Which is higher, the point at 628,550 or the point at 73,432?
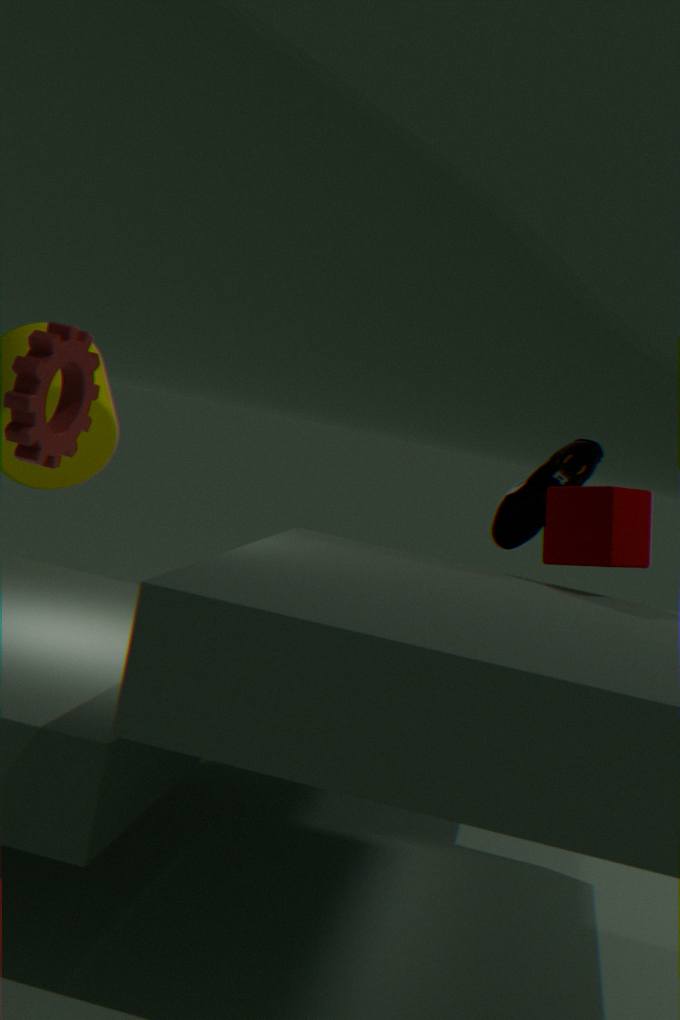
the point at 73,432
